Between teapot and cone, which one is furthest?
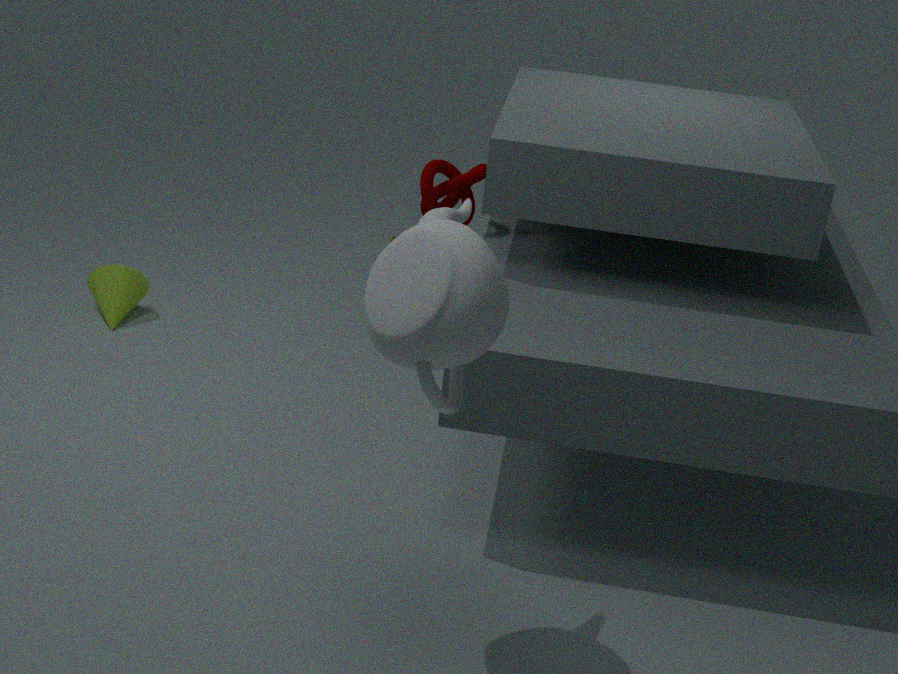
cone
